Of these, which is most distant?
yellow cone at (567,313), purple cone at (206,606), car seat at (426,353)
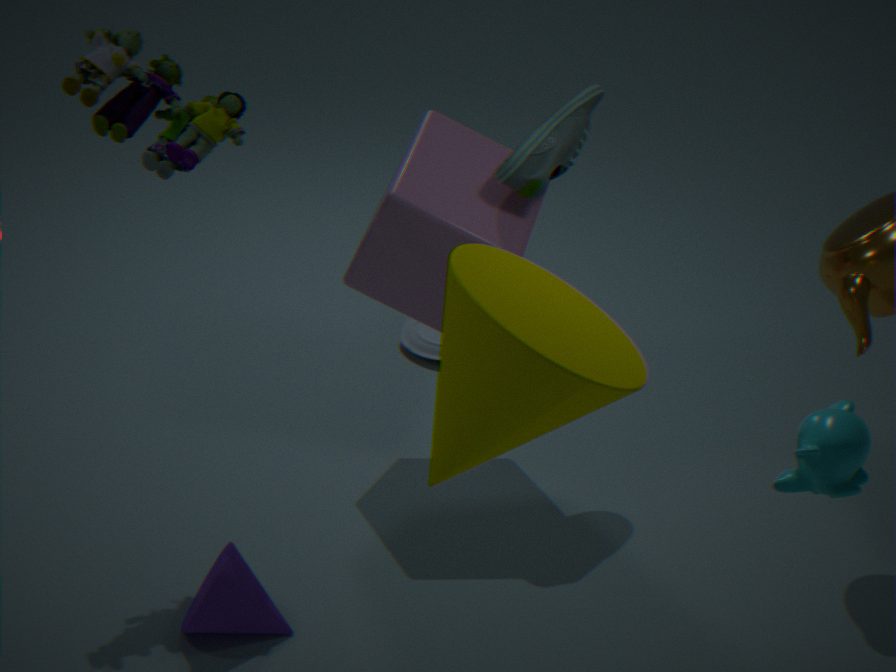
car seat at (426,353)
